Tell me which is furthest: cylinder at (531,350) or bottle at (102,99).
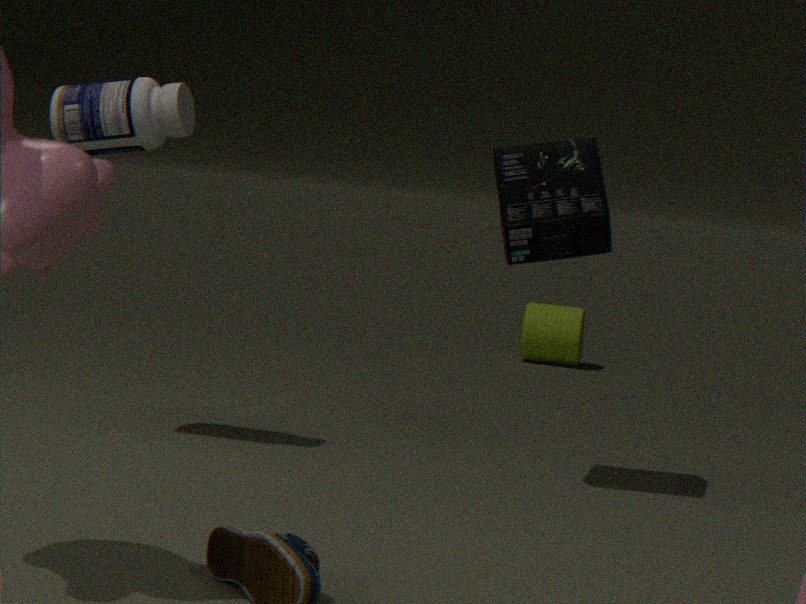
cylinder at (531,350)
